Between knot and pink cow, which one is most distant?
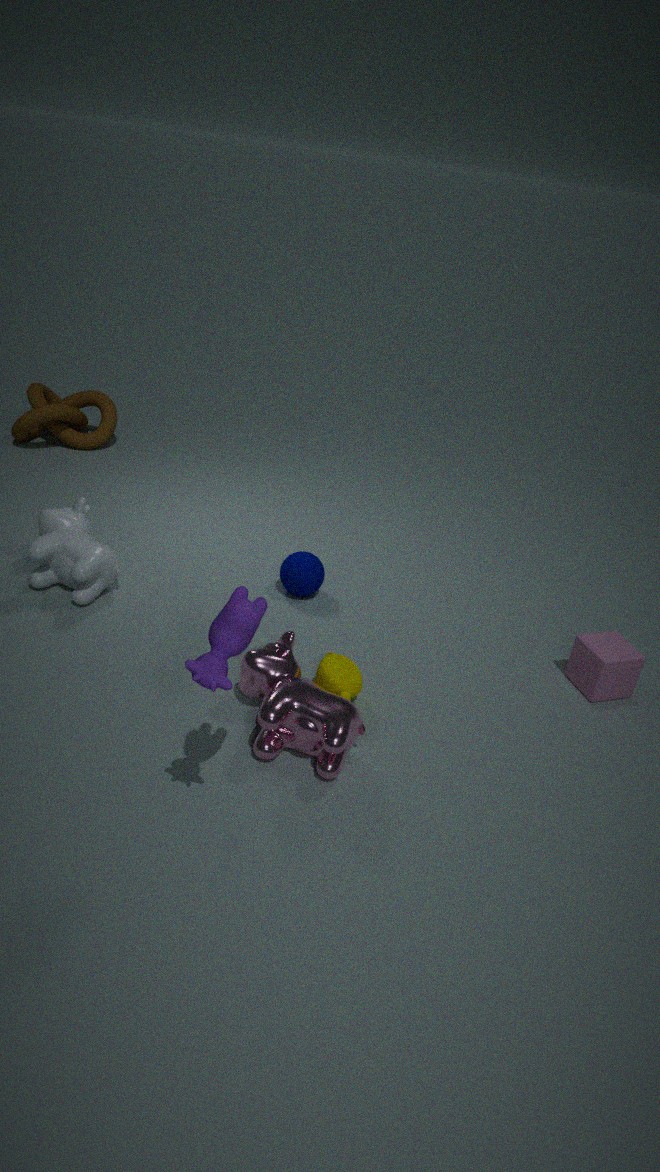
knot
